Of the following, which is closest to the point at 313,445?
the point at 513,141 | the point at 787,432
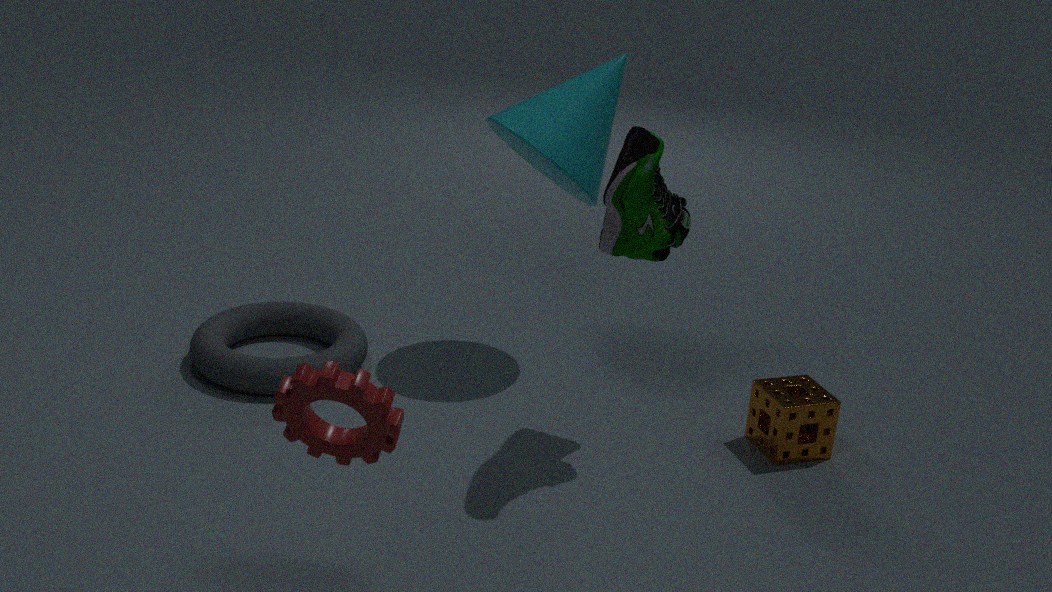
the point at 787,432
